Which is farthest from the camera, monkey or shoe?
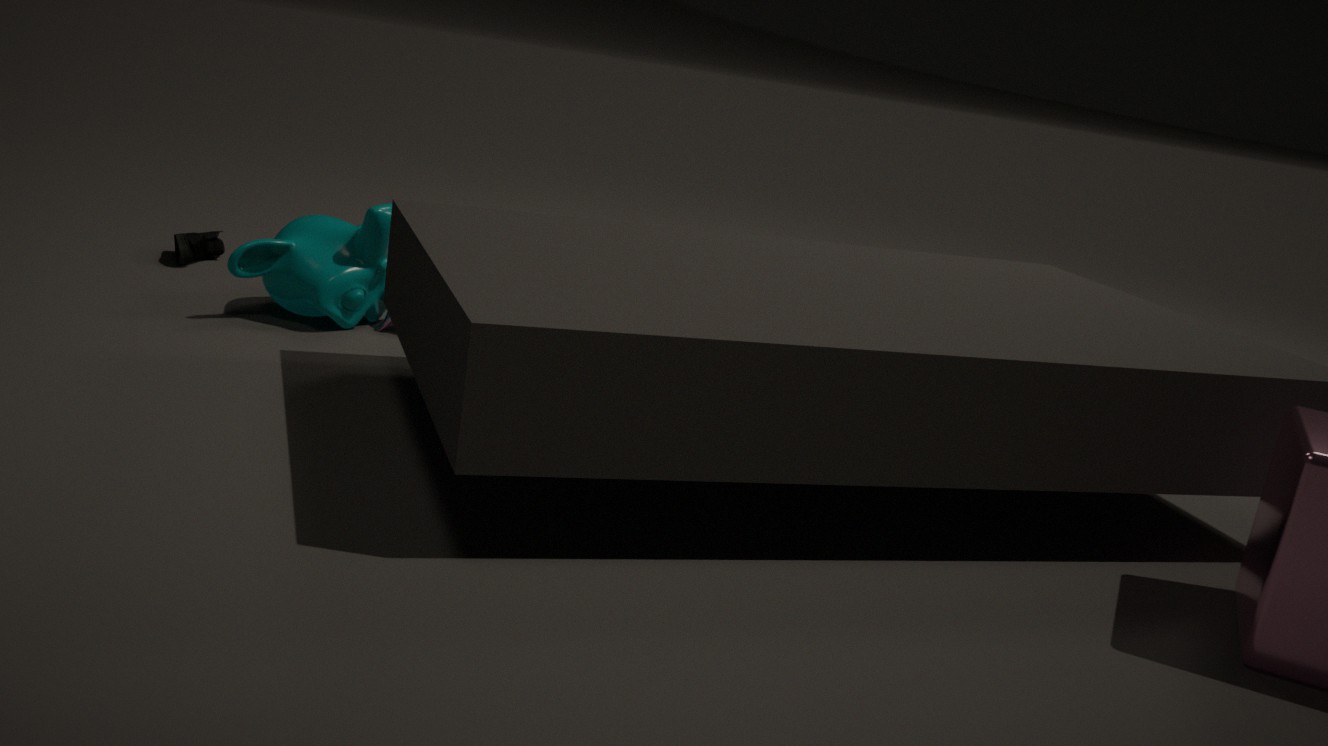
shoe
